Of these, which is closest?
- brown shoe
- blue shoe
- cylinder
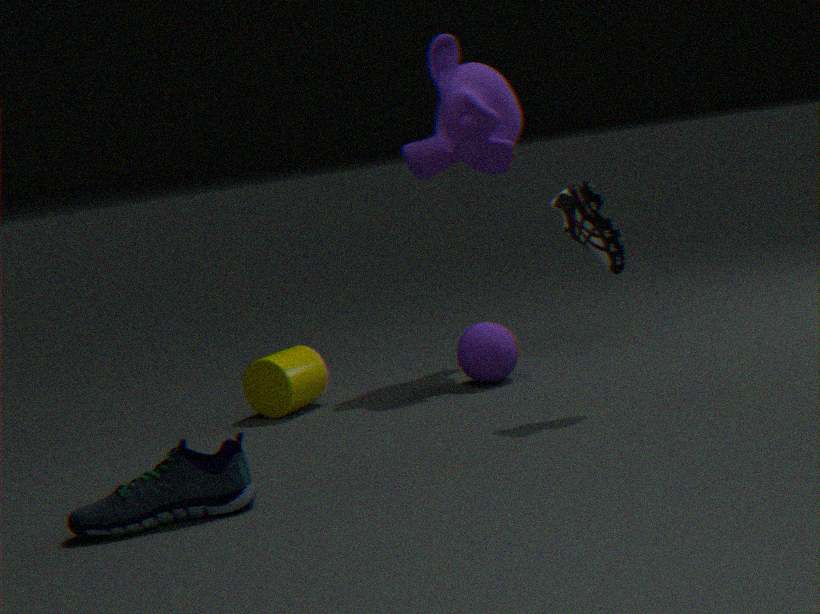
blue shoe
